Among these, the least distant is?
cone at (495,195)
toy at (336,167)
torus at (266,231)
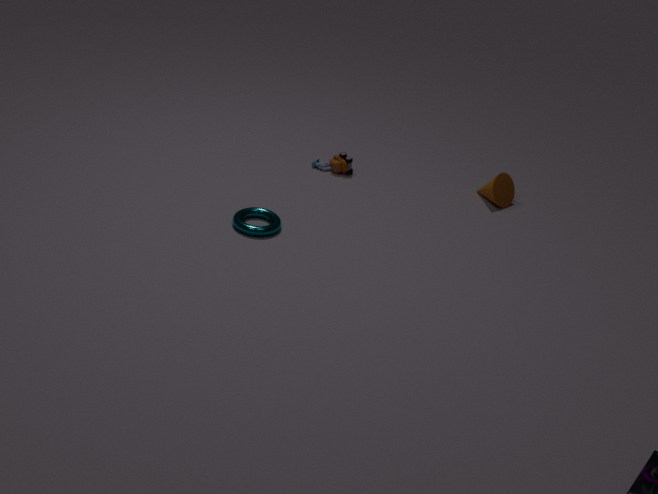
torus at (266,231)
